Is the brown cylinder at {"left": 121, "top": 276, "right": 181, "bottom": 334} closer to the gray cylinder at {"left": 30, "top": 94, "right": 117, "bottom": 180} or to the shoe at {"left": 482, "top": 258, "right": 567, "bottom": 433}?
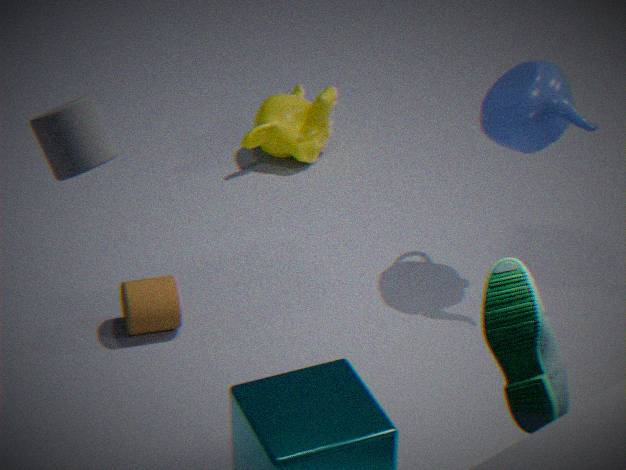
the gray cylinder at {"left": 30, "top": 94, "right": 117, "bottom": 180}
